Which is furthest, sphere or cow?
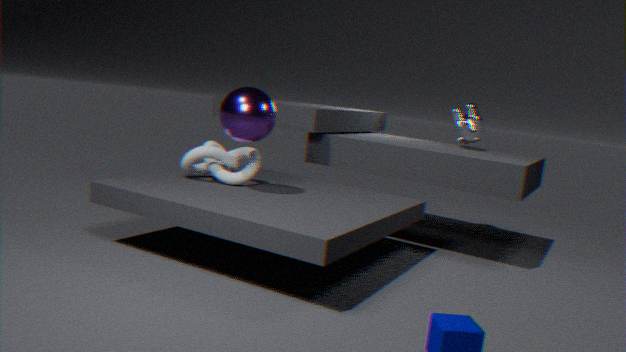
cow
